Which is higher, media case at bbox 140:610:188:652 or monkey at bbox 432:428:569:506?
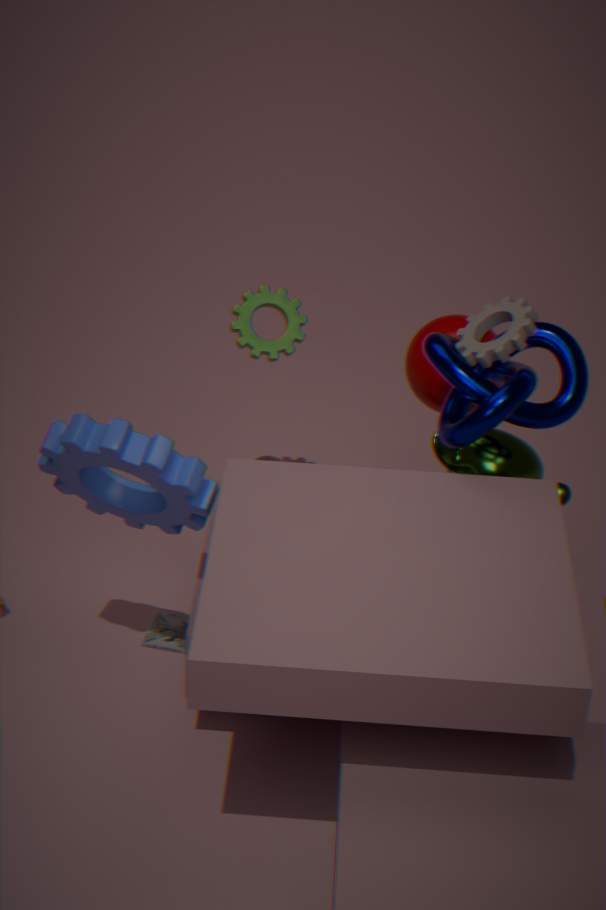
monkey at bbox 432:428:569:506
